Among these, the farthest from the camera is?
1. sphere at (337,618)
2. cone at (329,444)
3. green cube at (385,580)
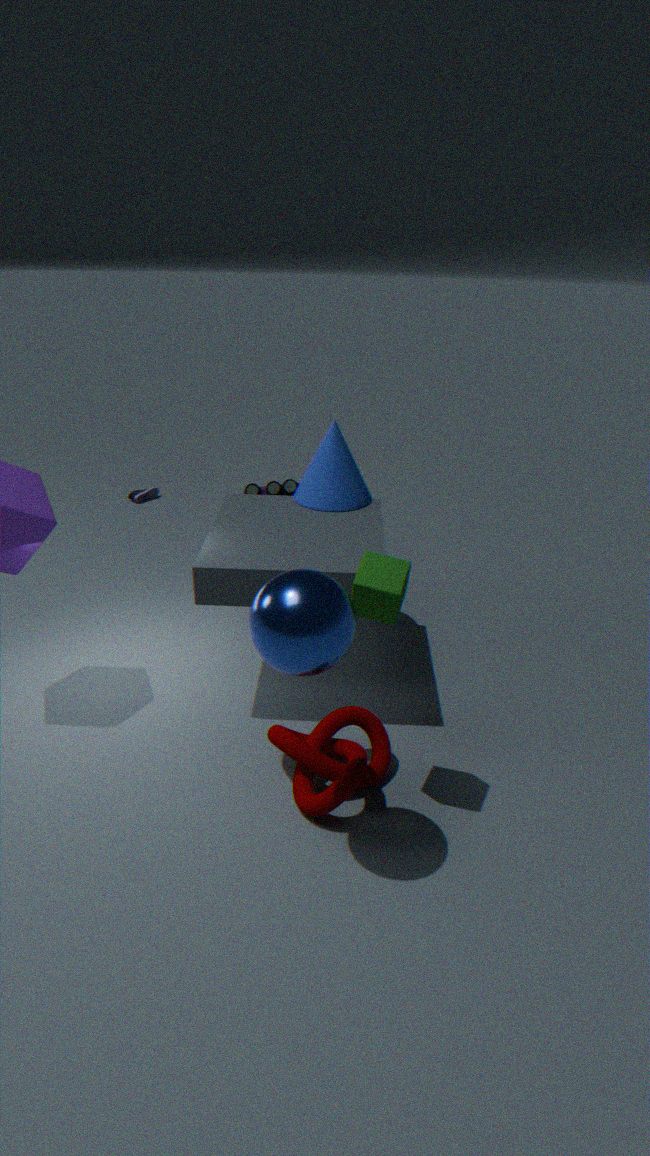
cone at (329,444)
